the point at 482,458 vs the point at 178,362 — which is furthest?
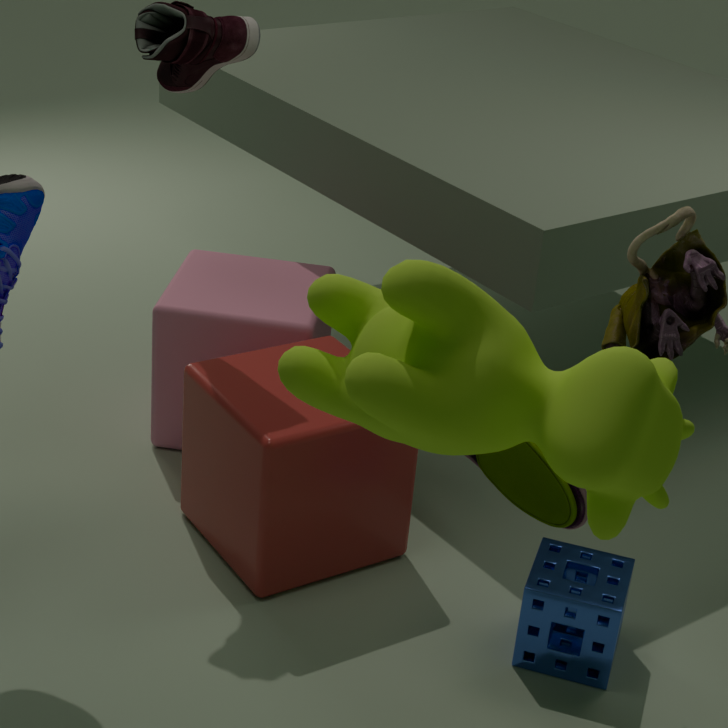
the point at 178,362
